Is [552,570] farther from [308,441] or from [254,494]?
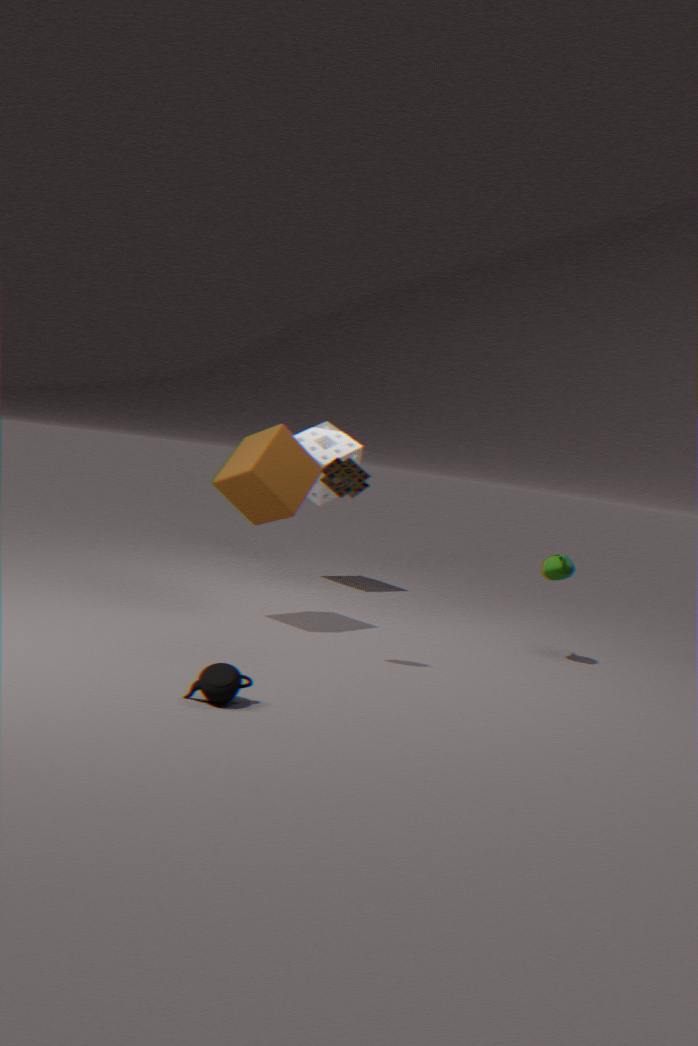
[308,441]
